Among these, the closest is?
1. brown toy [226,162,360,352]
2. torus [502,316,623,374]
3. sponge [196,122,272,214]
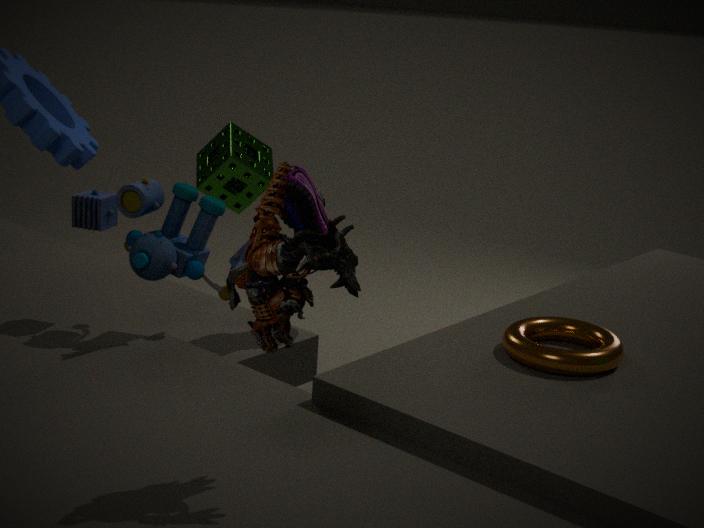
brown toy [226,162,360,352]
